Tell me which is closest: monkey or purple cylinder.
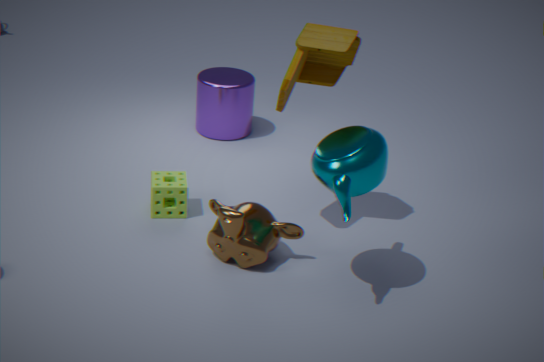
monkey
